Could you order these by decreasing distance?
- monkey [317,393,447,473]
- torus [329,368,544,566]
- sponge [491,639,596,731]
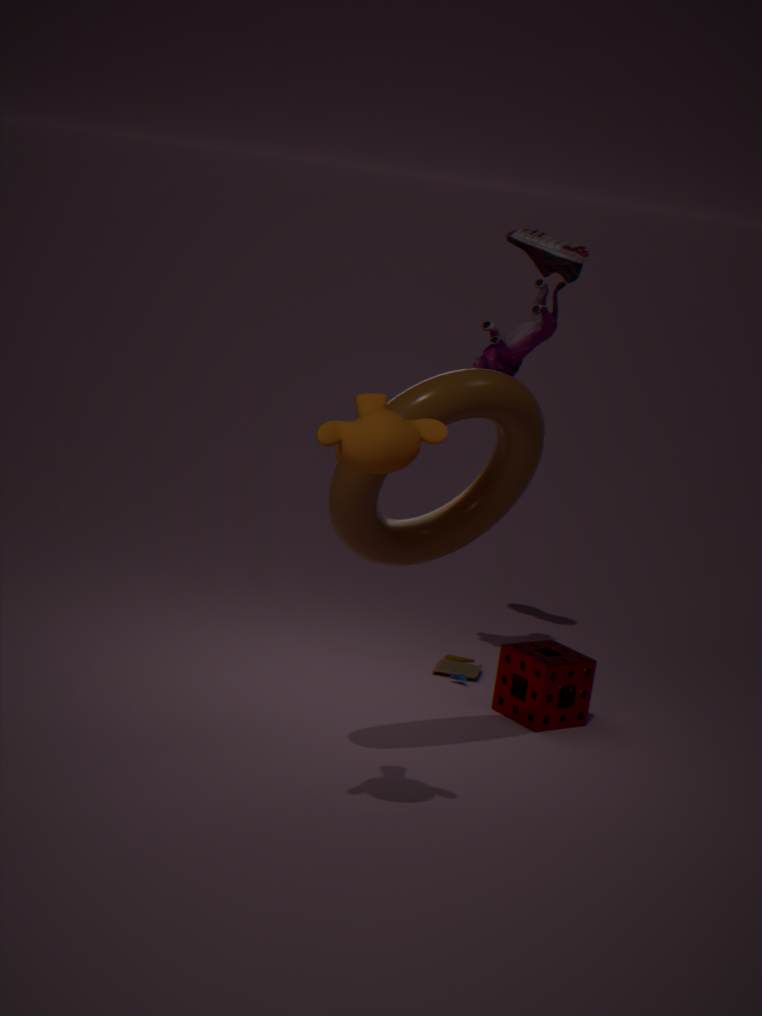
sponge [491,639,596,731]
torus [329,368,544,566]
monkey [317,393,447,473]
